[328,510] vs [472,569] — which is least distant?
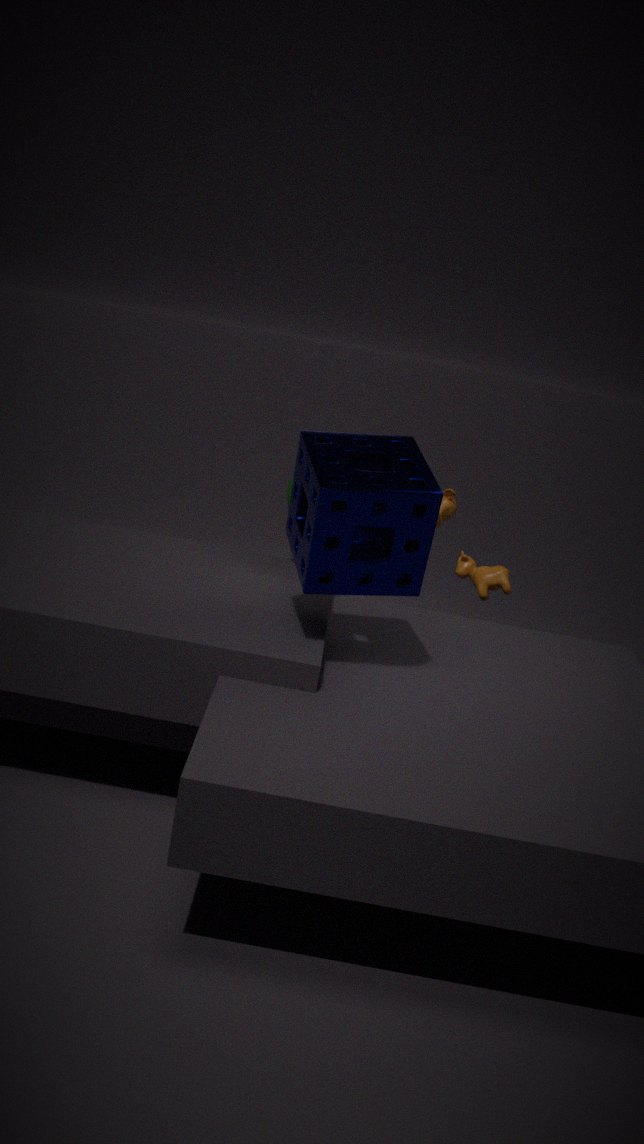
[328,510]
